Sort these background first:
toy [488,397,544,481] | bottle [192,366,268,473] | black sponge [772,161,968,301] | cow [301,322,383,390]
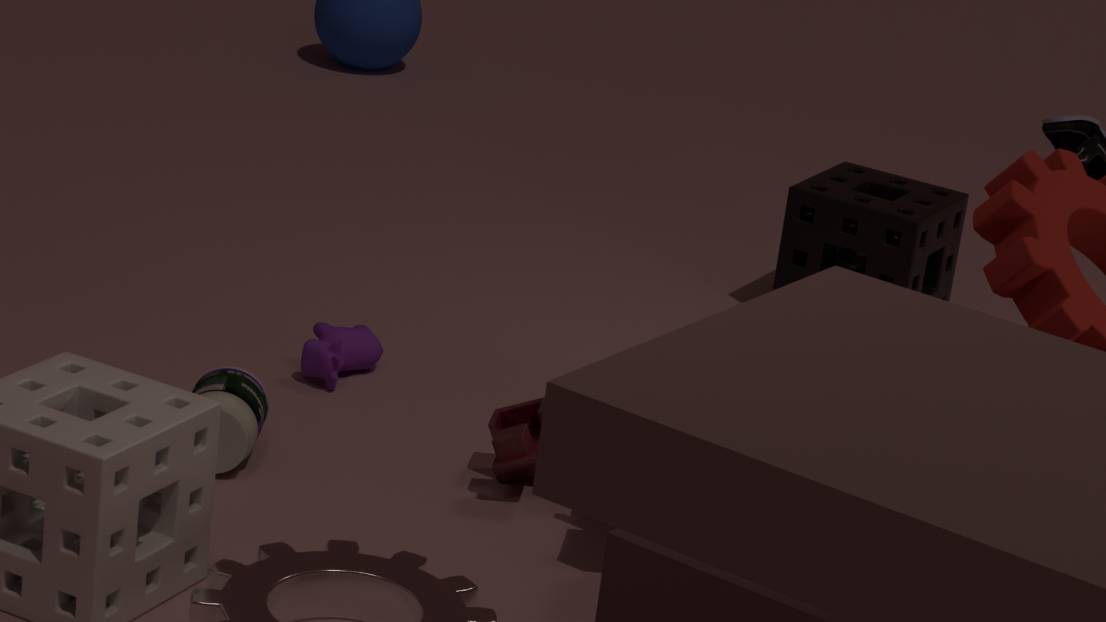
1. black sponge [772,161,968,301]
2. cow [301,322,383,390]
3. toy [488,397,544,481]
4. bottle [192,366,268,473]
